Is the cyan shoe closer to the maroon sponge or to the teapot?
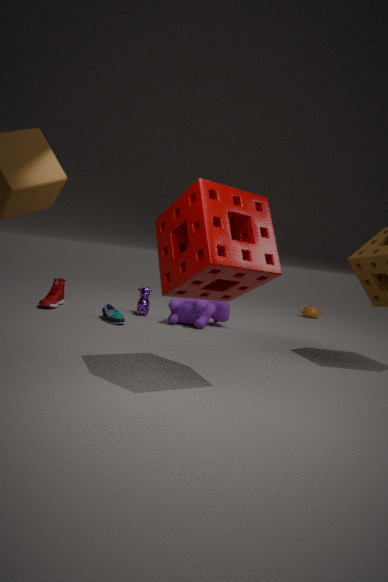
the maroon sponge
